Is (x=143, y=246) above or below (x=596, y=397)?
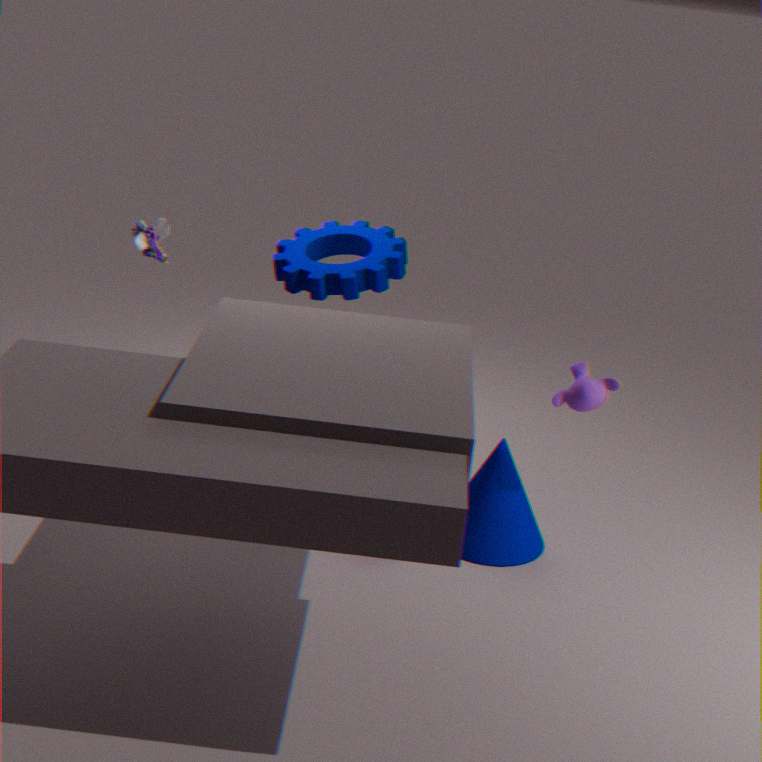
above
